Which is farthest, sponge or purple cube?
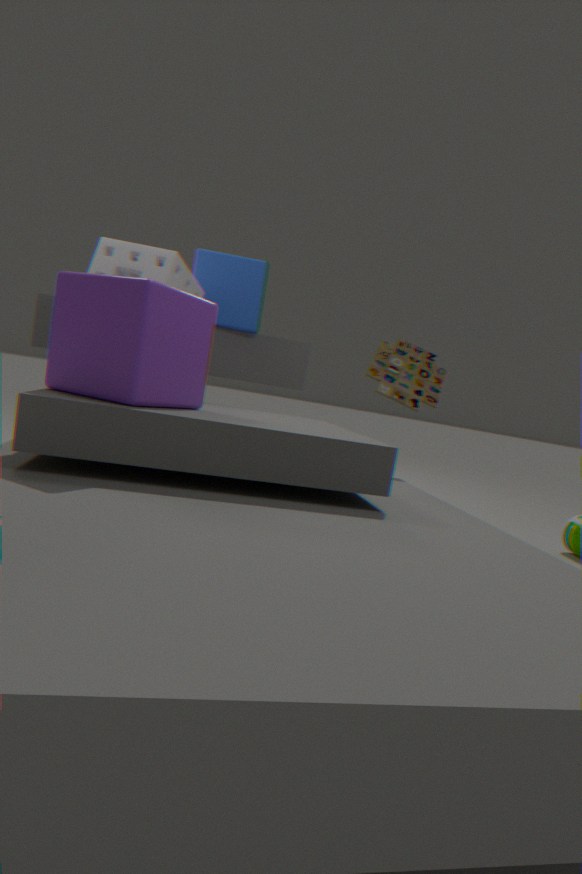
sponge
